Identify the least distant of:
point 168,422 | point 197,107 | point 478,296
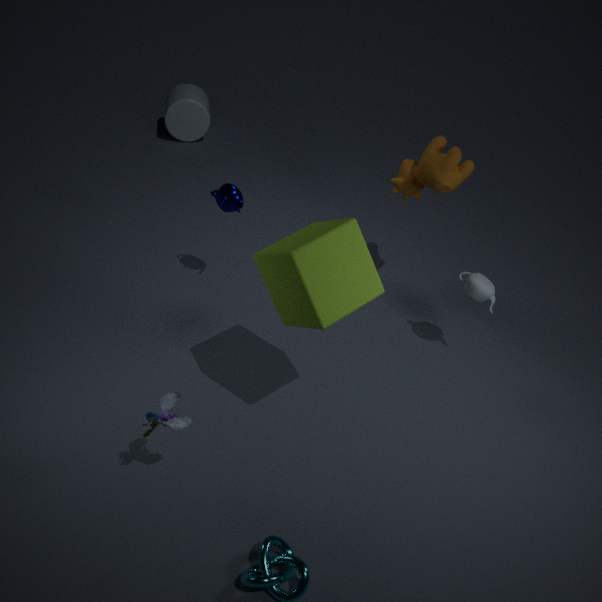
point 168,422
